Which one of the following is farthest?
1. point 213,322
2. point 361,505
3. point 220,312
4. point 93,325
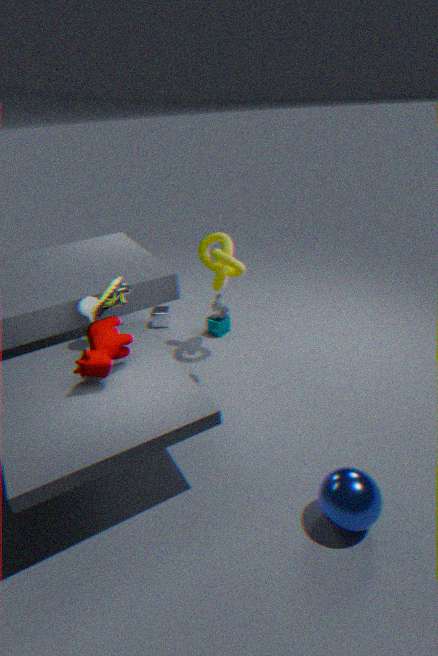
point 213,322
